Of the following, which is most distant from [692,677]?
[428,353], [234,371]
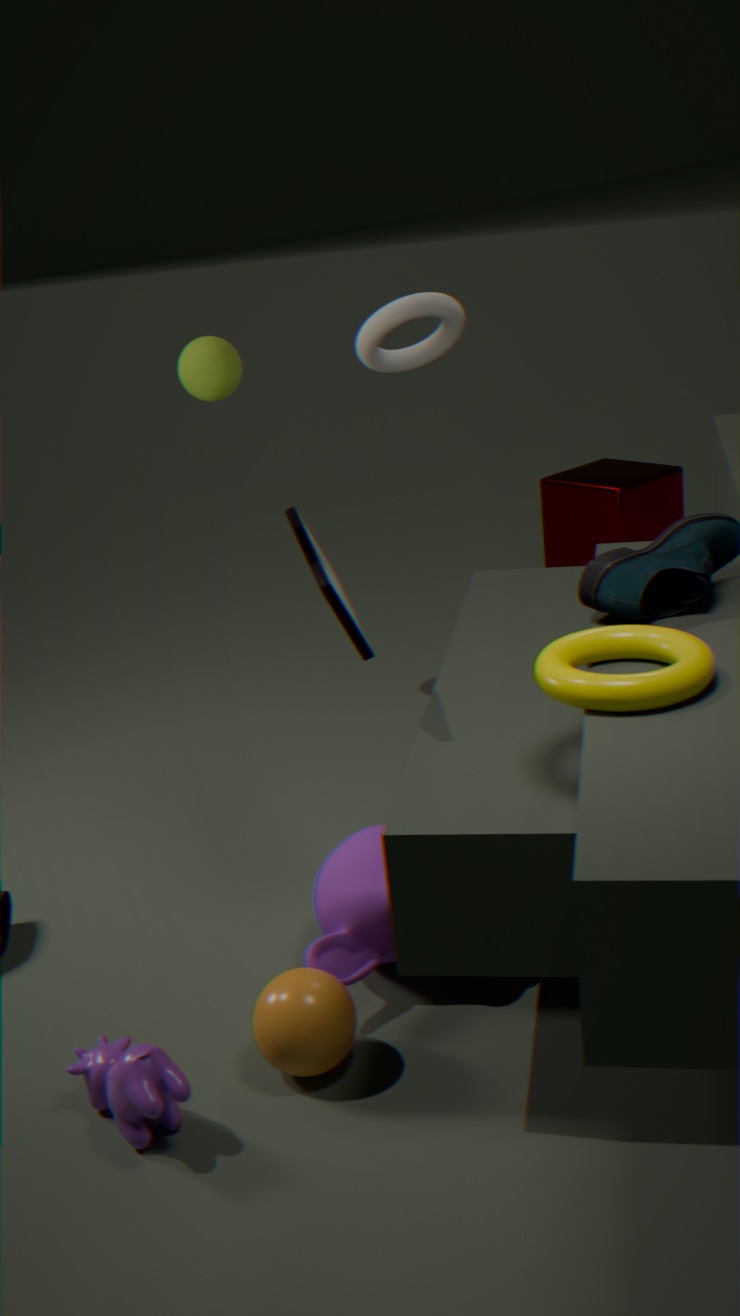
[234,371]
